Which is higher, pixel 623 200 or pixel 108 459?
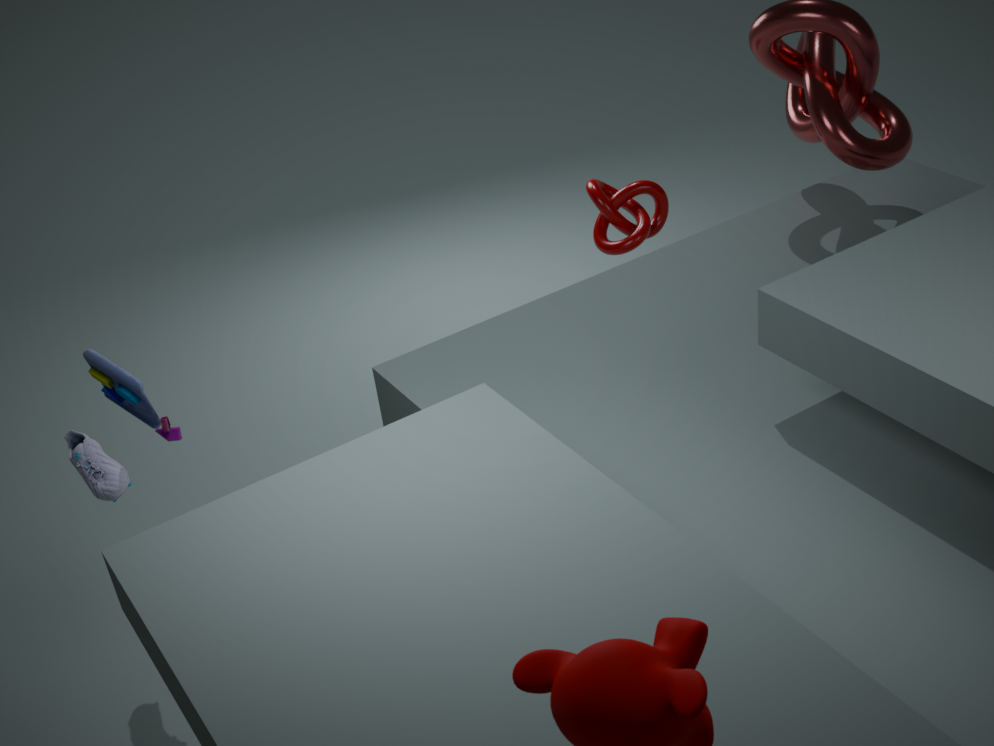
pixel 108 459
